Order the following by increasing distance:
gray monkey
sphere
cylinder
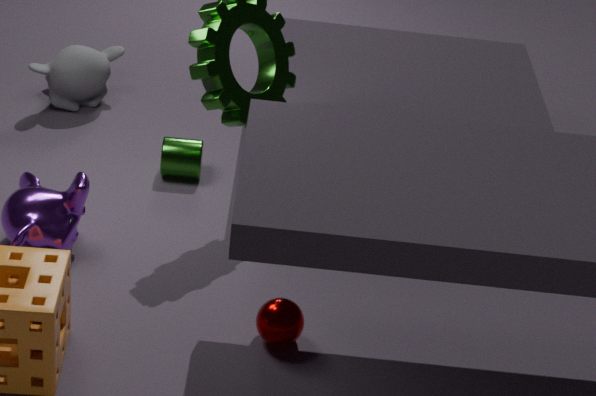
1. sphere
2. cylinder
3. gray monkey
